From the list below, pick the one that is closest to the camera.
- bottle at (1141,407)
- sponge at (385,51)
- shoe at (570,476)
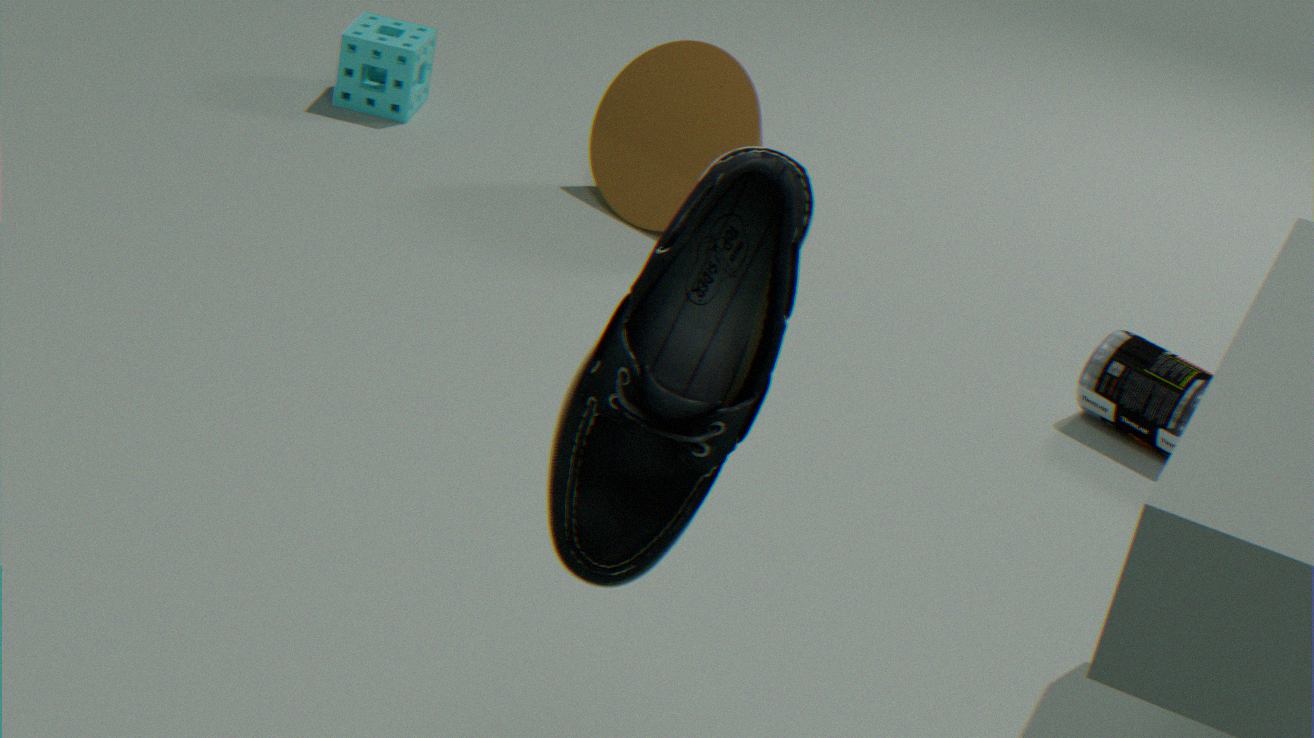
shoe at (570,476)
